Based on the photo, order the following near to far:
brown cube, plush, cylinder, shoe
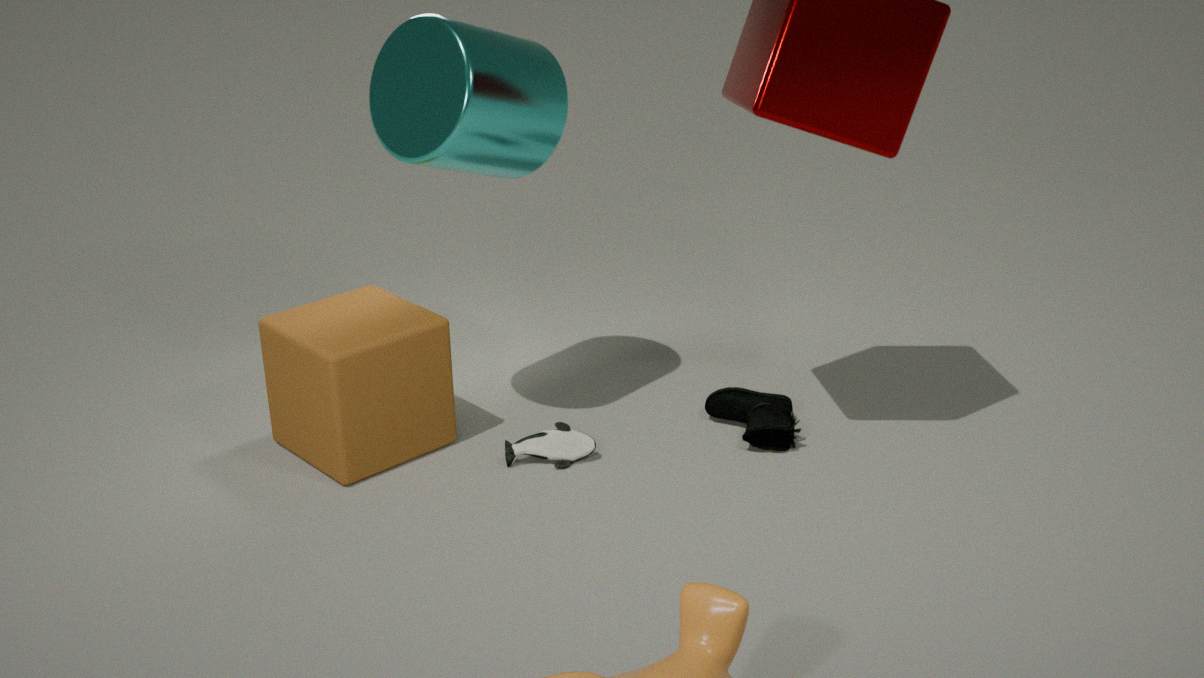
cylinder → brown cube → plush → shoe
